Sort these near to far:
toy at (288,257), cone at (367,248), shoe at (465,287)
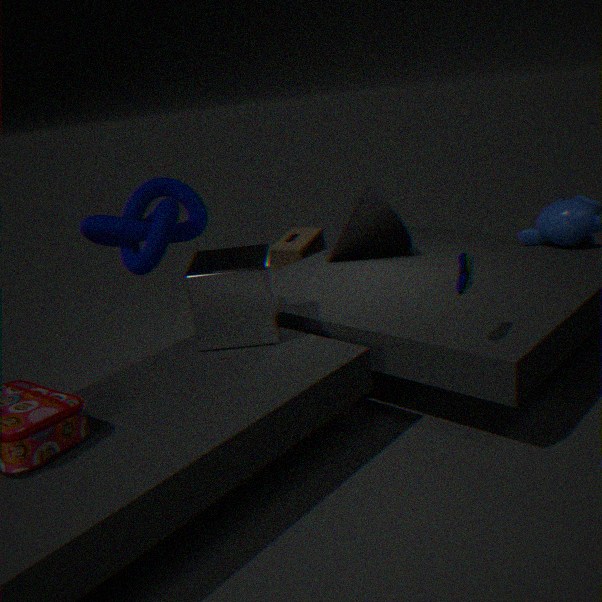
shoe at (465,287) → cone at (367,248) → toy at (288,257)
